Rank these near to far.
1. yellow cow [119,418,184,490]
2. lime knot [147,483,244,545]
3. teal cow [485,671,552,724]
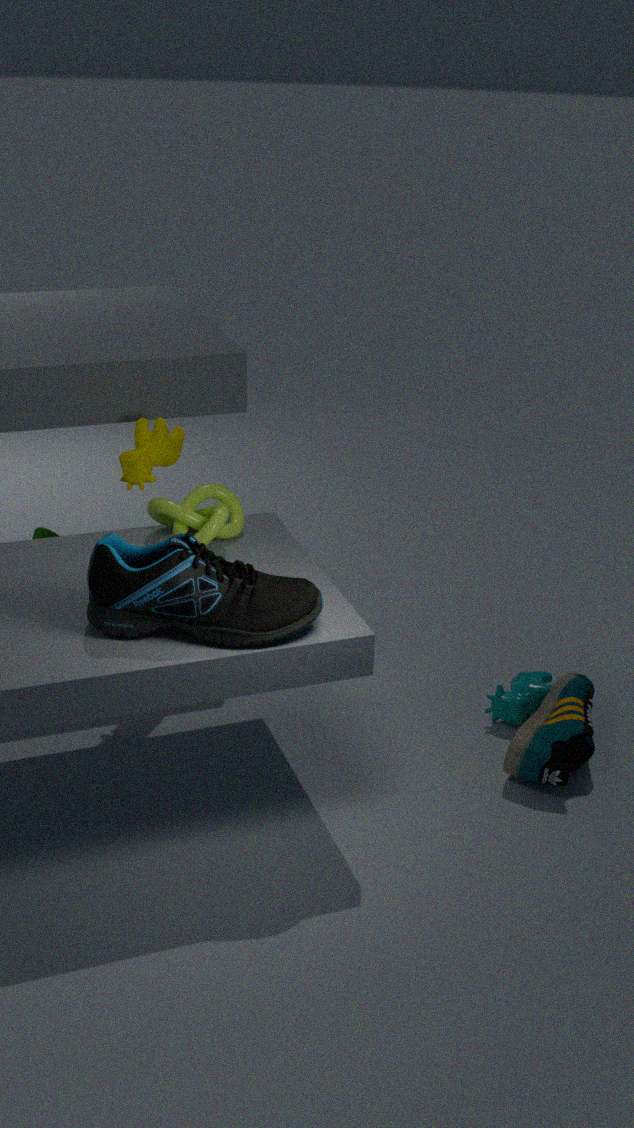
lime knot [147,483,244,545] → yellow cow [119,418,184,490] → teal cow [485,671,552,724]
